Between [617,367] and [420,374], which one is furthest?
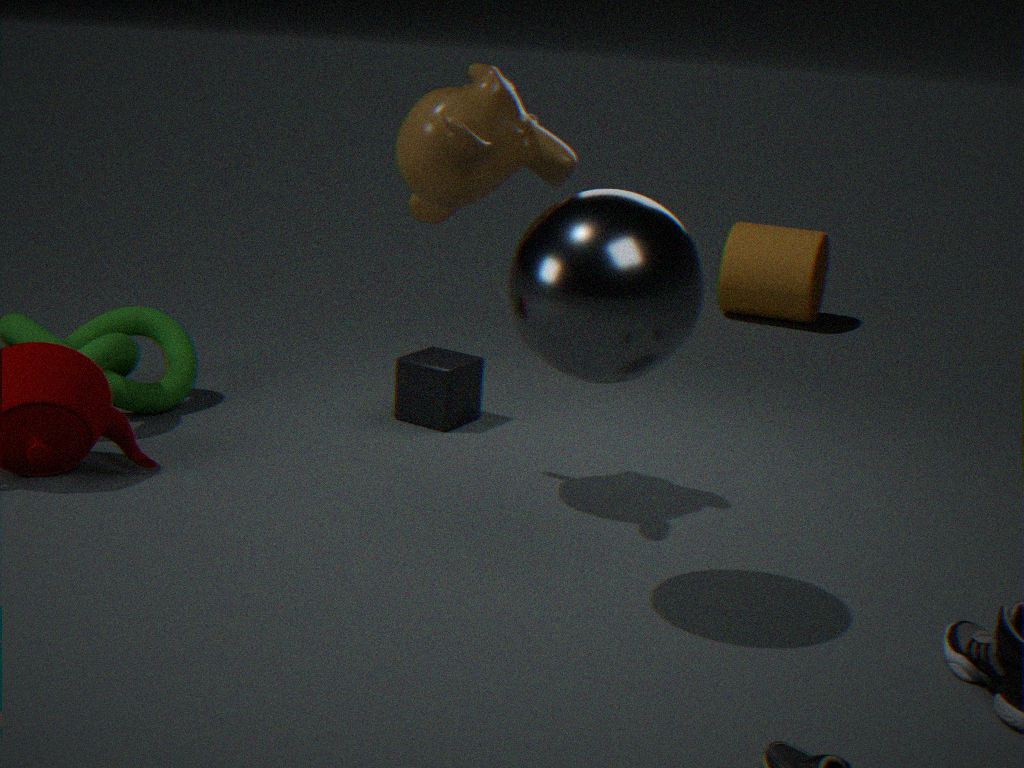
[420,374]
